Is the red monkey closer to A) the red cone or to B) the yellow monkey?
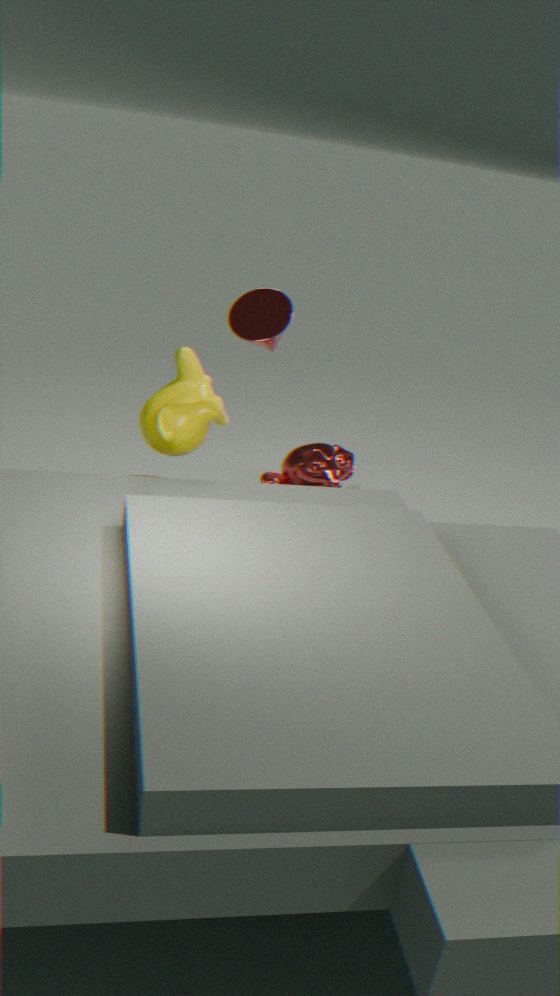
B) the yellow monkey
